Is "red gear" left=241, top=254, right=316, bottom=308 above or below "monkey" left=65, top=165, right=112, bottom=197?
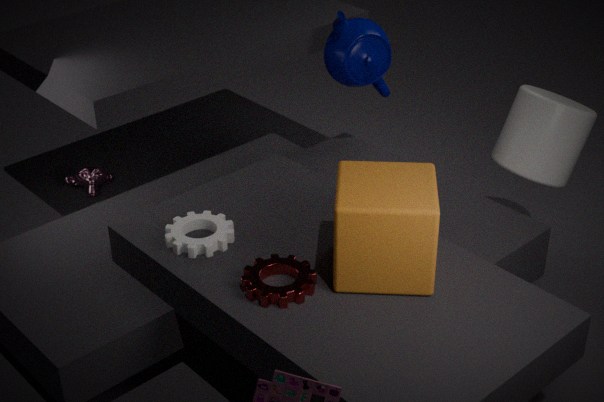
above
